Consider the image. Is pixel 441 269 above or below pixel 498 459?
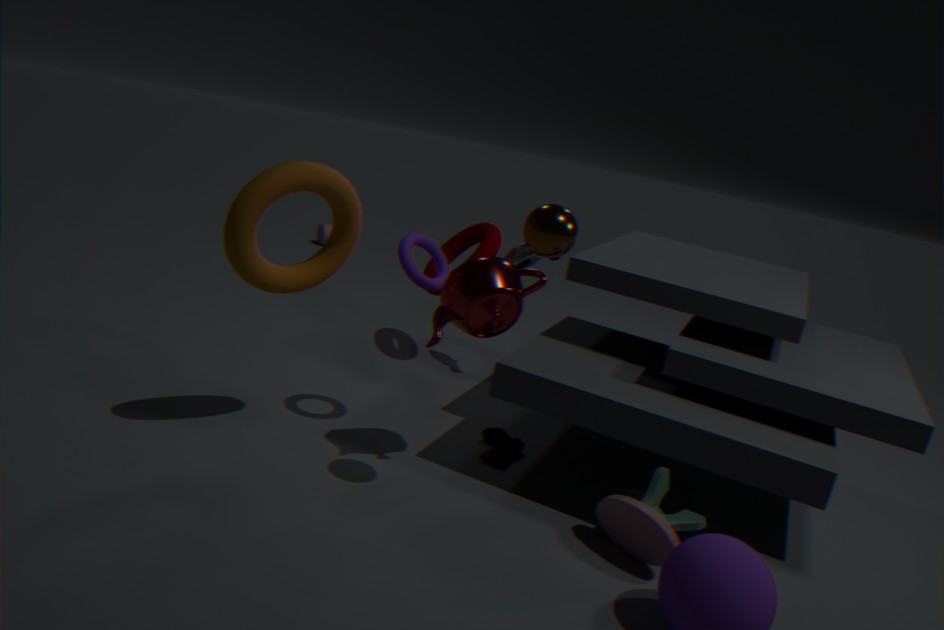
above
